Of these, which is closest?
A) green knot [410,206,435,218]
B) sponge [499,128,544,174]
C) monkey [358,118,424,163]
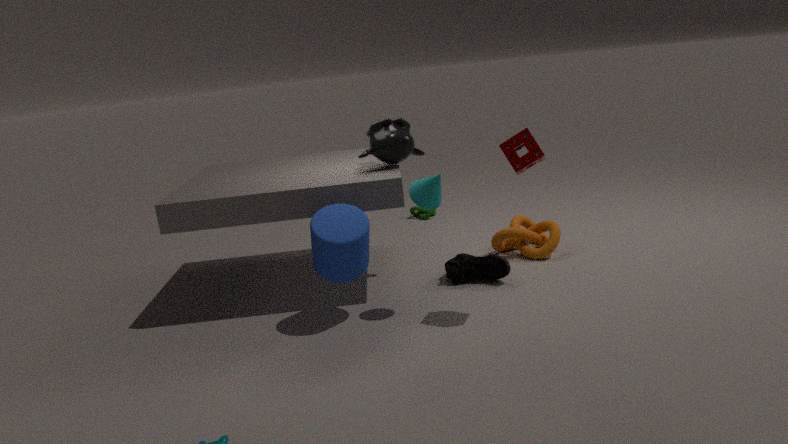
sponge [499,128,544,174]
